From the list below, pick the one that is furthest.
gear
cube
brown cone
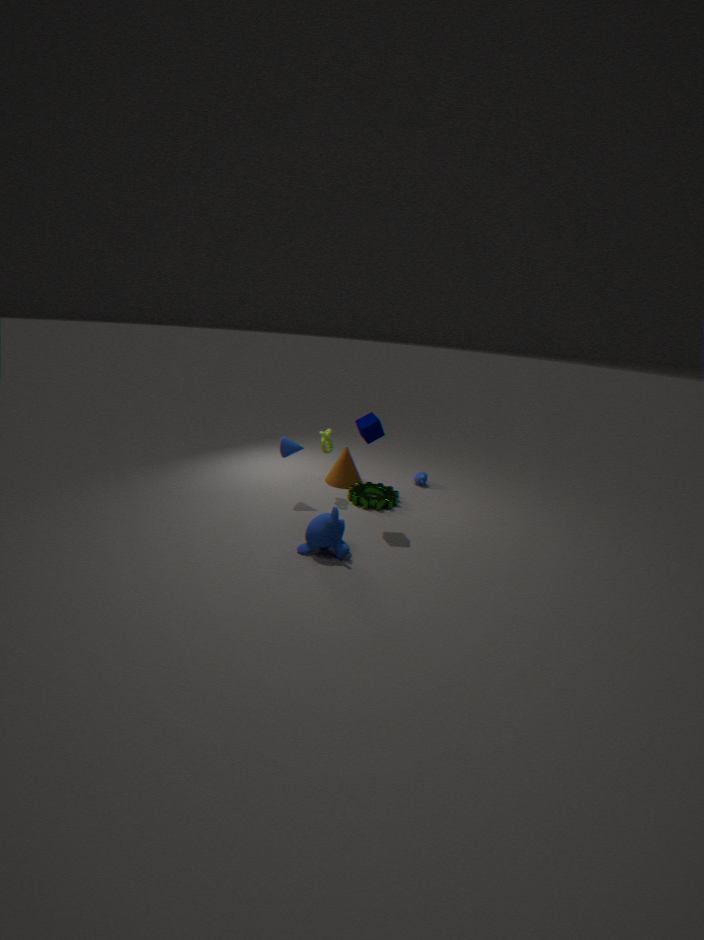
brown cone
